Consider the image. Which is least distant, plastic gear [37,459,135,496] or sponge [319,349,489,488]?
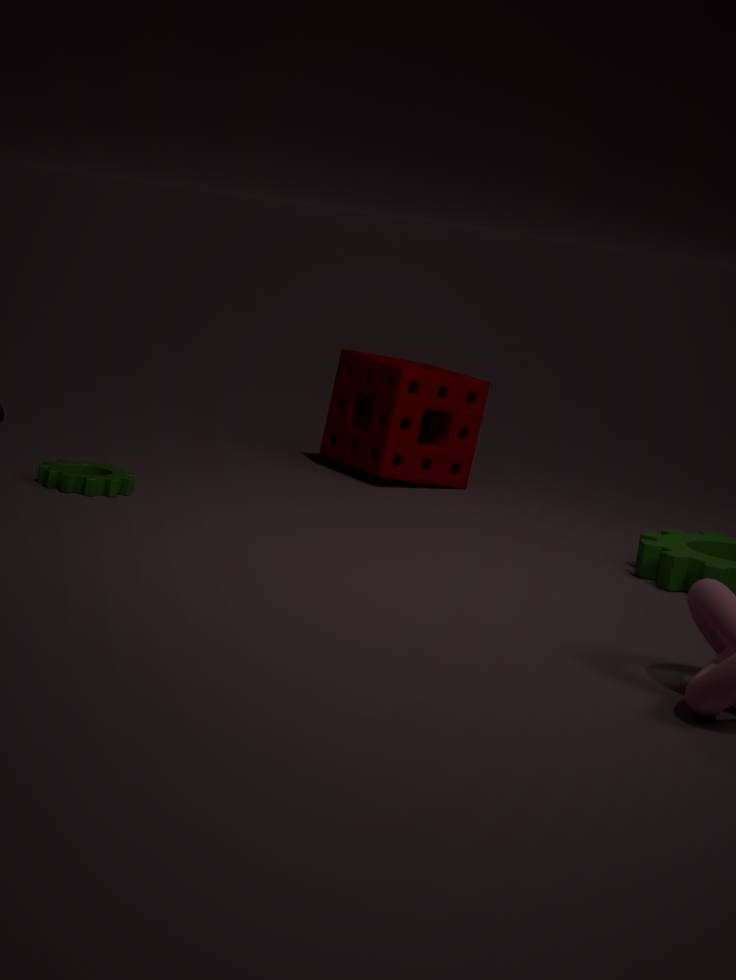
plastic gear [37,459,135,496]
